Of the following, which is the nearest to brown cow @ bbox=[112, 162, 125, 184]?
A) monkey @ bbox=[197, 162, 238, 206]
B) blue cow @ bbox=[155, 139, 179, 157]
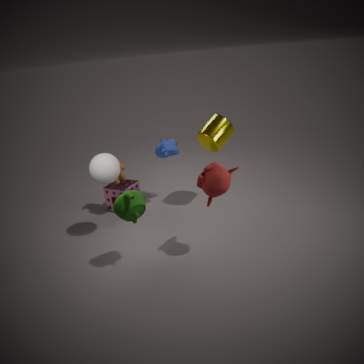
blue cow @ bbox=[155, 139, 179, 157]
